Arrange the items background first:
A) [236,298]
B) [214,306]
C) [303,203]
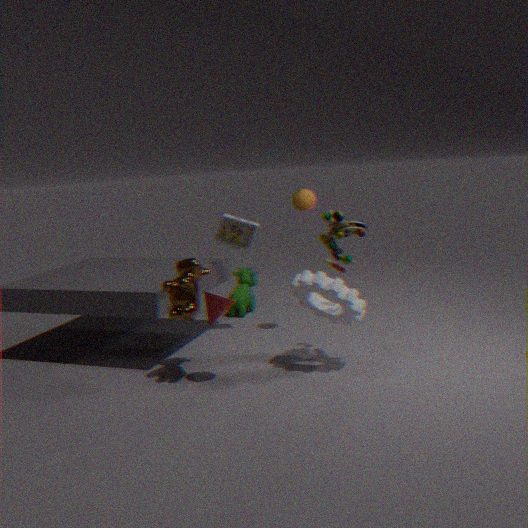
[236,298], [303,203], [214,306]
